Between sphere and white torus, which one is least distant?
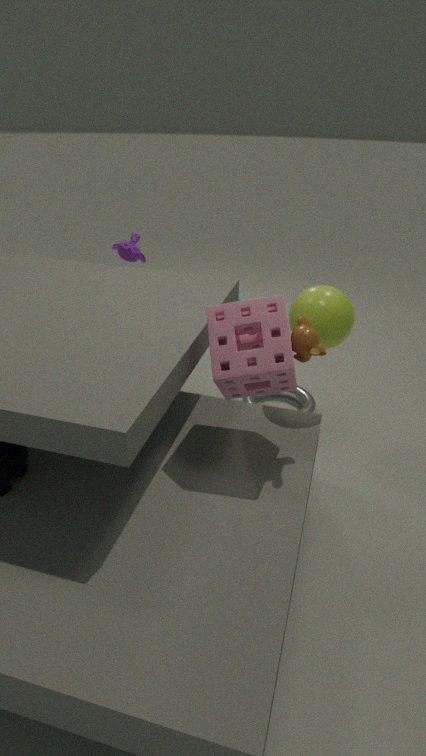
sphere
